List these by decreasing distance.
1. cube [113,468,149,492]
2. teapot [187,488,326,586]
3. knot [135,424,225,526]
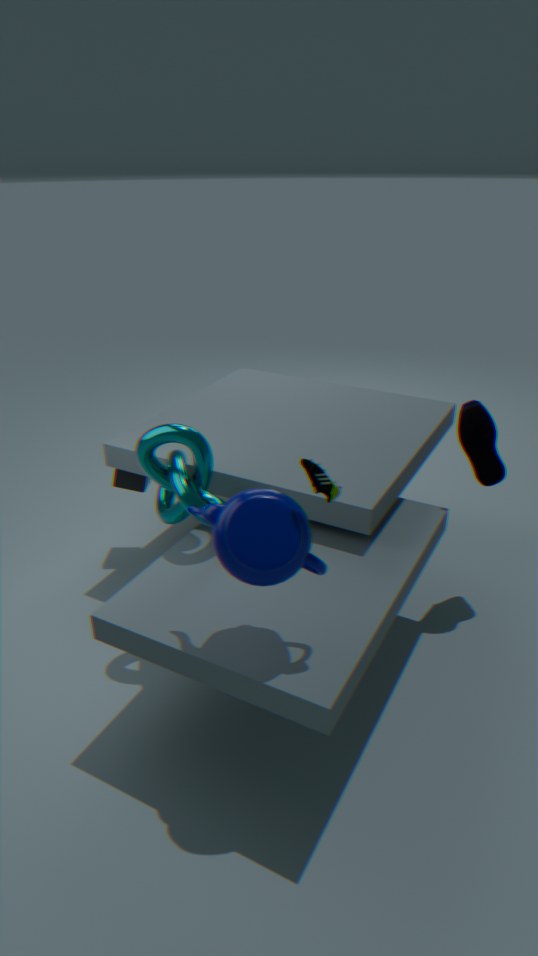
cube [113,468,149,492]
knot [135,424,225,526]
teapot [187,488,326,586]
